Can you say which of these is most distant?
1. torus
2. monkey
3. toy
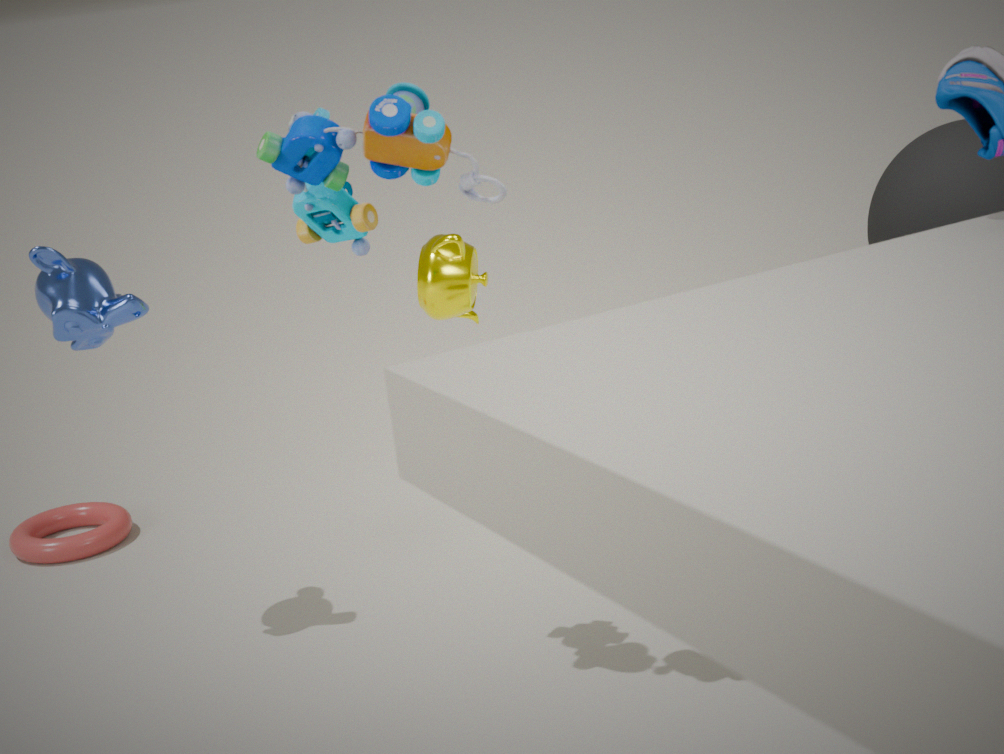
torus
